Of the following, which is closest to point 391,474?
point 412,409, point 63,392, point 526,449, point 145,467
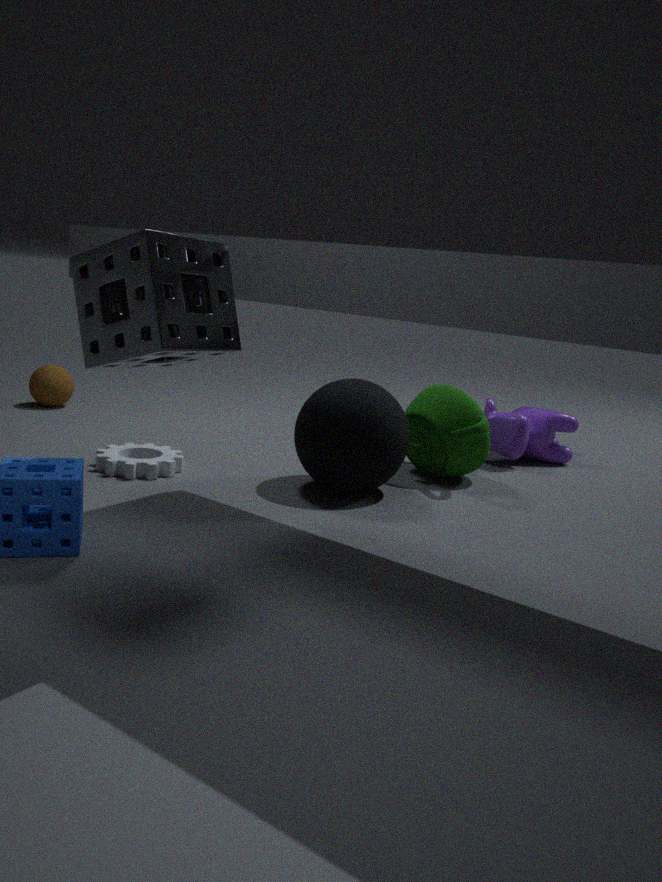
point 412,409
